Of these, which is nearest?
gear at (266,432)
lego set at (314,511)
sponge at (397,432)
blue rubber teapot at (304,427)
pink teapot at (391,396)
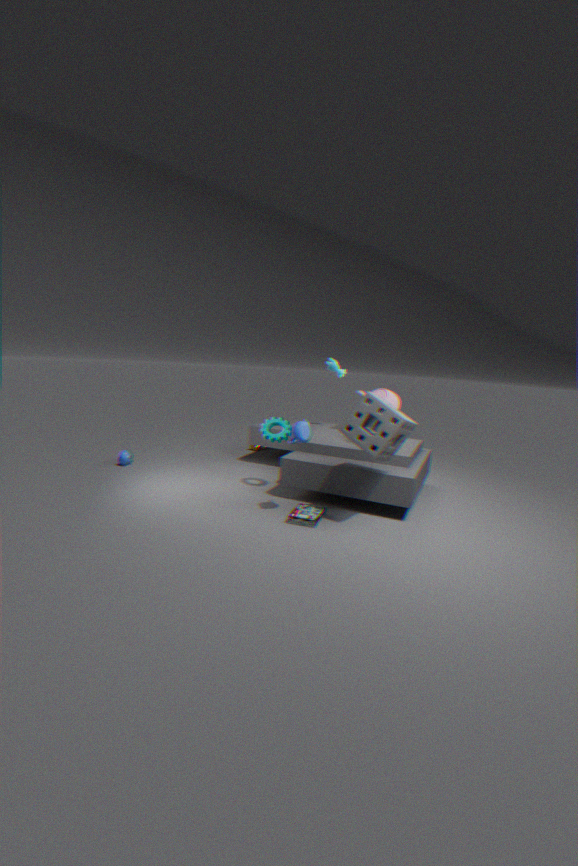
sponge at (397,432)
